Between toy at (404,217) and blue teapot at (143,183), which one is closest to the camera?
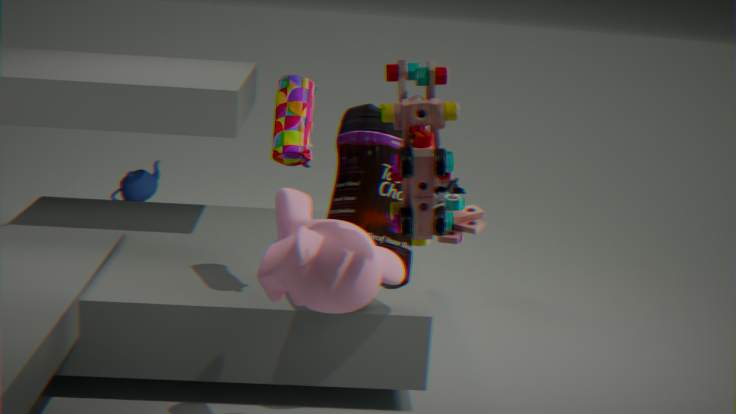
toy at (404,217)
